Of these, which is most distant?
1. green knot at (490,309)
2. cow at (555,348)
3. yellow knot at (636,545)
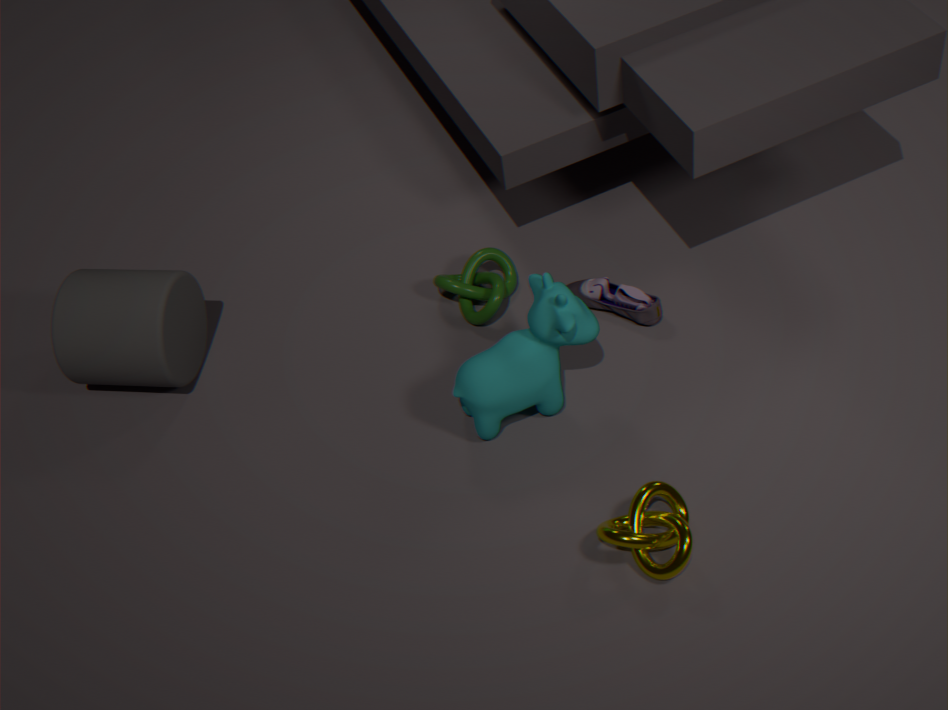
green knot at (490,309)
